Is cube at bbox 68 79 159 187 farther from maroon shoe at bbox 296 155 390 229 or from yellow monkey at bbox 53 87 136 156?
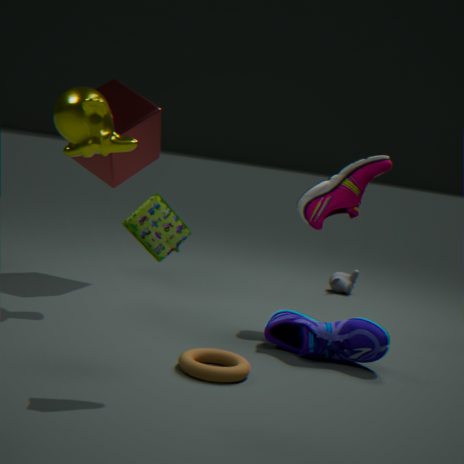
maroon shoe at bbox 296 155 390 229
